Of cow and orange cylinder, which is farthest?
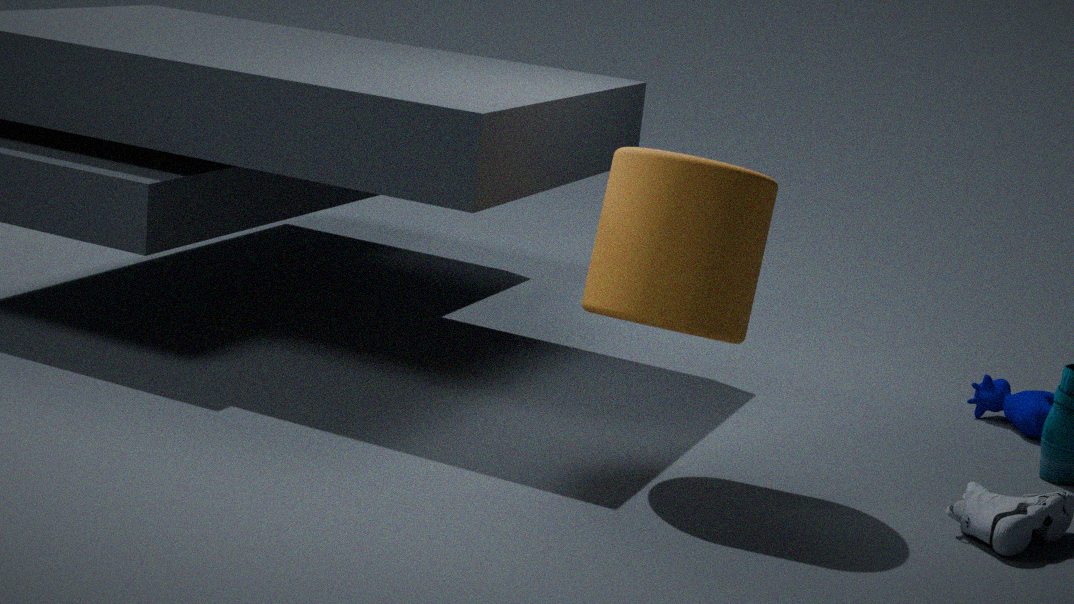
cow
